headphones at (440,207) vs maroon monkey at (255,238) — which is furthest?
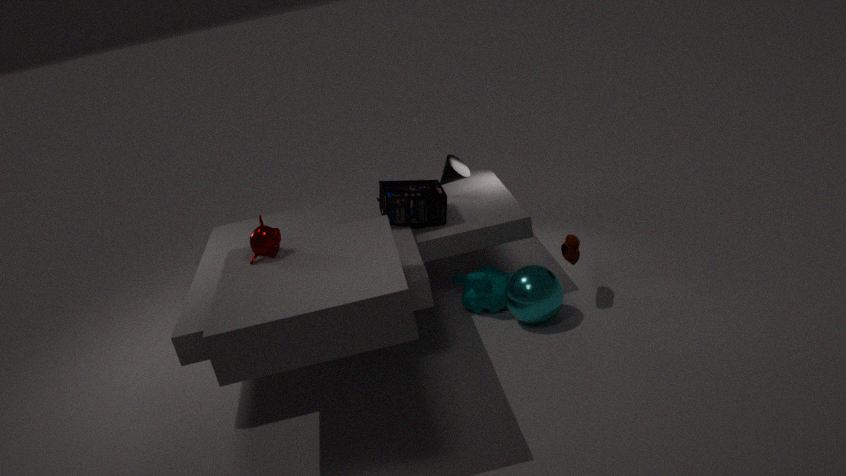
headphones at (440,207)
